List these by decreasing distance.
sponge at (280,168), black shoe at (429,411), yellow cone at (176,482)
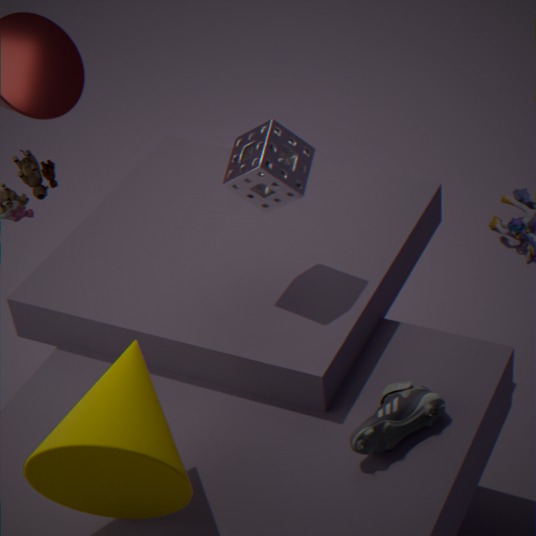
1. sponge at (280,168)
2. black shoe at (429,411)
3. yellow cone at (176,482)
